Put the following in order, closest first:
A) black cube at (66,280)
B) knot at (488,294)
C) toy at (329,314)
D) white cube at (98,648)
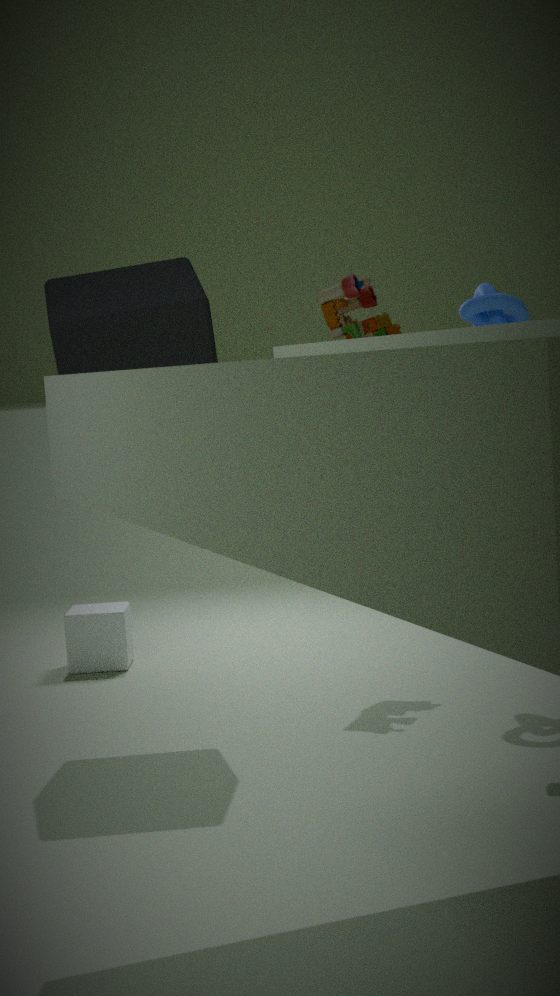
1. black cube at (66,280)
2. knot at (488,294)
3. toy at (329,314)
4. white cube at (98,648)
